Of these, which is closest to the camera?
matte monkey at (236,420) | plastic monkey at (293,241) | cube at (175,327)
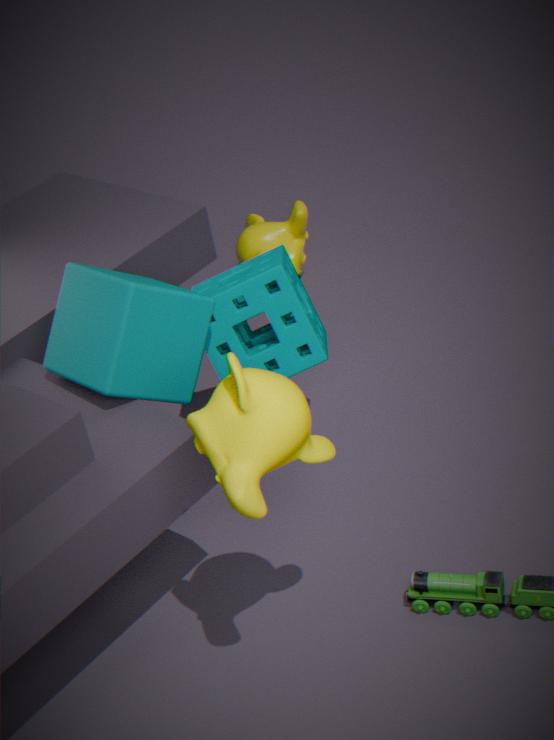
matte monkey at (236,420)
